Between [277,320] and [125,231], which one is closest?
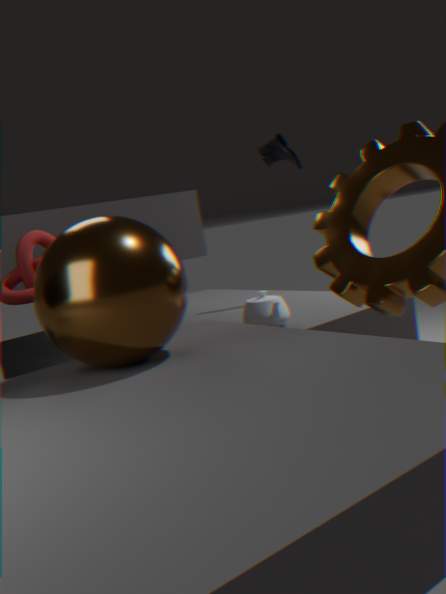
[125,231]
